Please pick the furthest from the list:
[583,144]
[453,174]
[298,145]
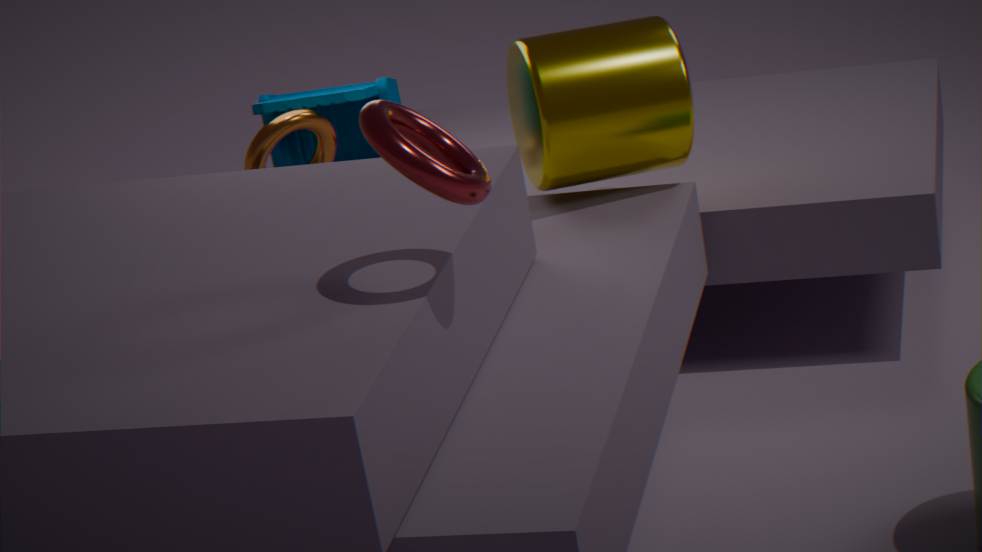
[298,145]
